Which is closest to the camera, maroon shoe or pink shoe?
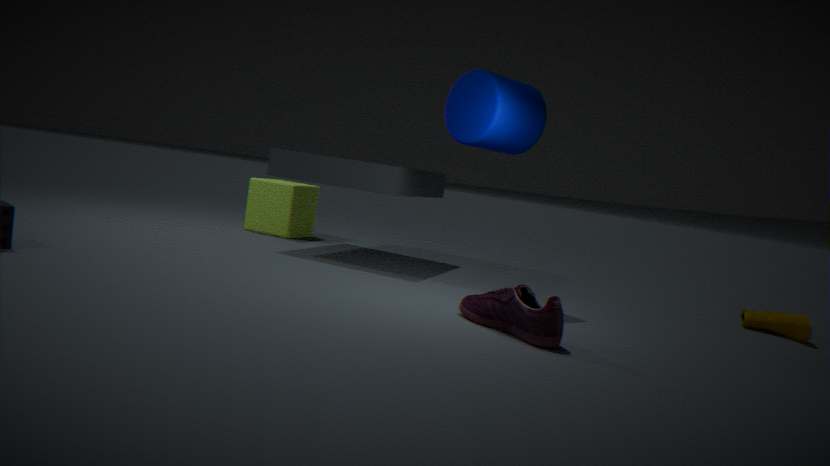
pink shoe
